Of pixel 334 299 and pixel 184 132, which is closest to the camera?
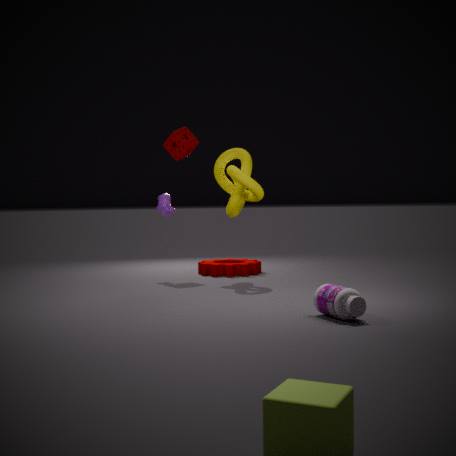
pixel 334 299
